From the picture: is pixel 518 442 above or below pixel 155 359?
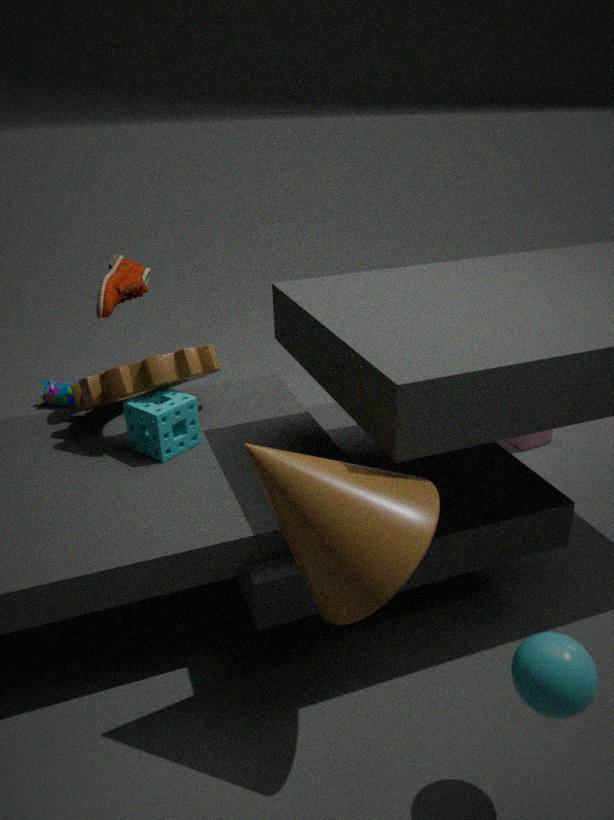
below
